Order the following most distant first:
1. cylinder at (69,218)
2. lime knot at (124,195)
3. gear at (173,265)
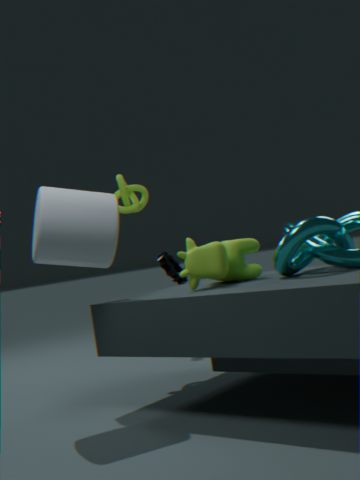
gear at (173,265)
lime knot at (124,195)
cylinder at (69,218)
